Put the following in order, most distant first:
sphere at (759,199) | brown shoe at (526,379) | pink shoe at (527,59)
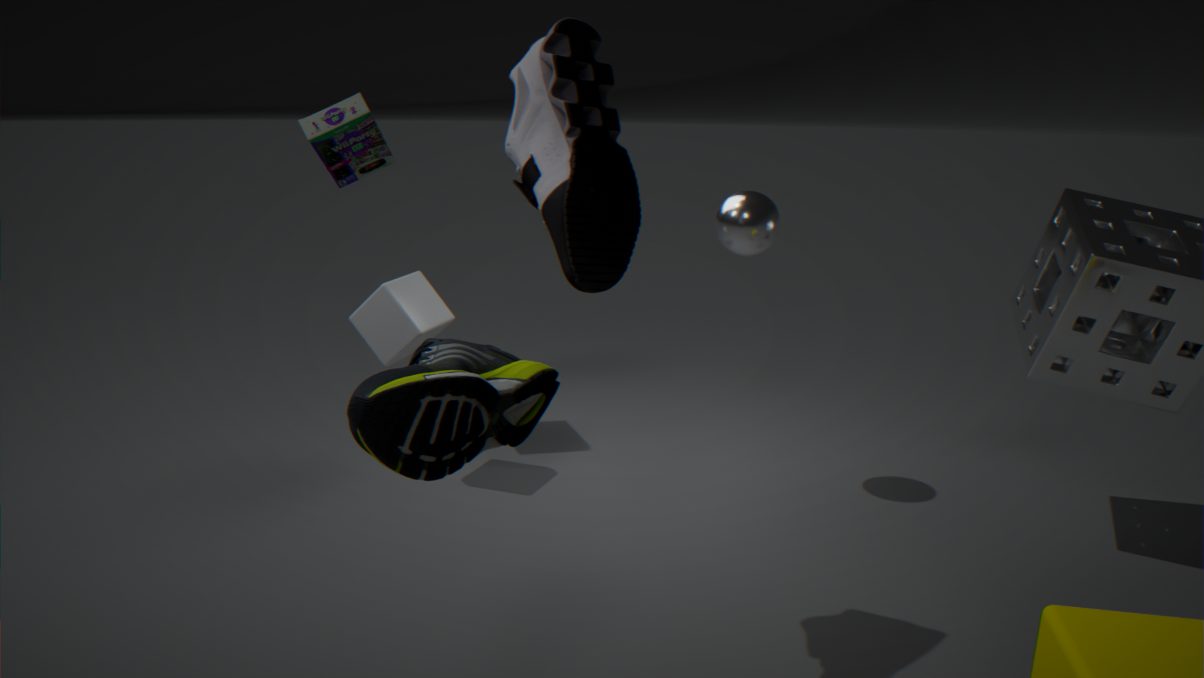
sphere at (759,199) → pink shoe at (527,59) → brown shoe at (526,379)
